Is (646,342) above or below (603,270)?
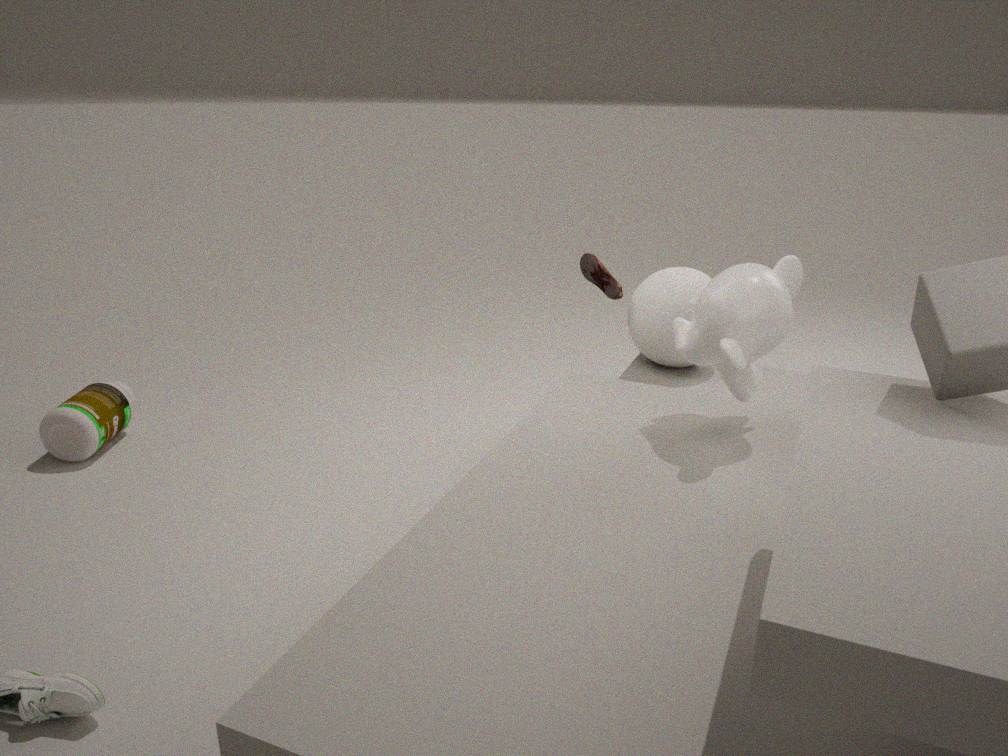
below
